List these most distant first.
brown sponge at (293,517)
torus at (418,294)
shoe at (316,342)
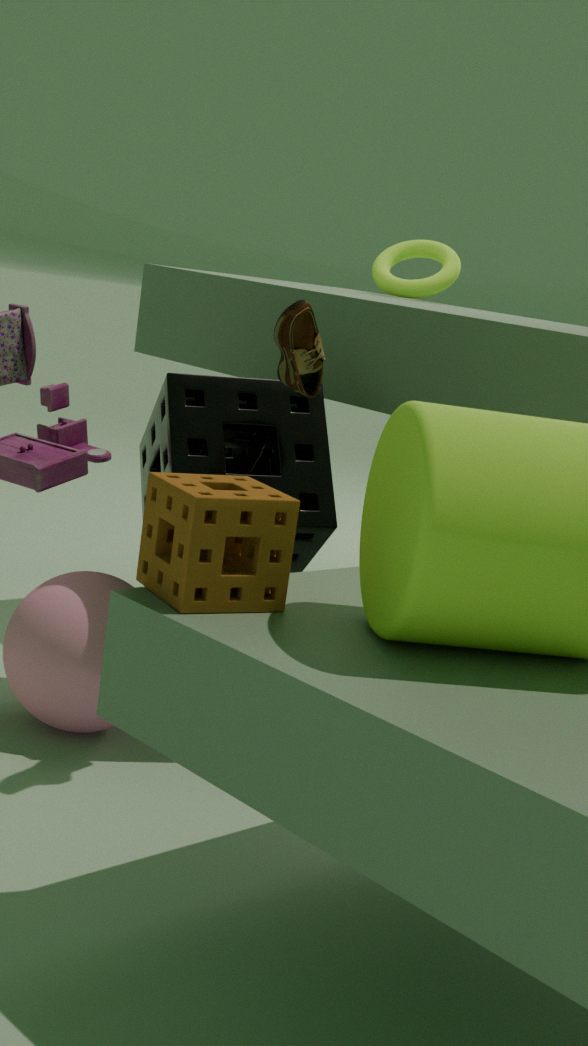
torus at (418,294) < shoe at (316,342) < brown sponge at (293,517)
